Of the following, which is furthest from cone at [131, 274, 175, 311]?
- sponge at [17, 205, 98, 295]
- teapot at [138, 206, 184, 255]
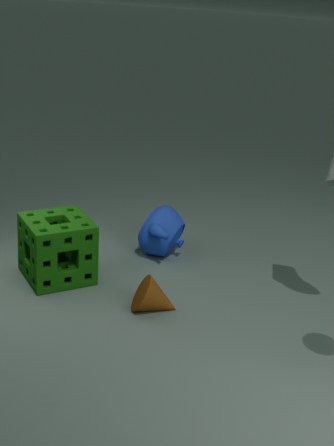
teapot at [138, 206, 184, 255]
